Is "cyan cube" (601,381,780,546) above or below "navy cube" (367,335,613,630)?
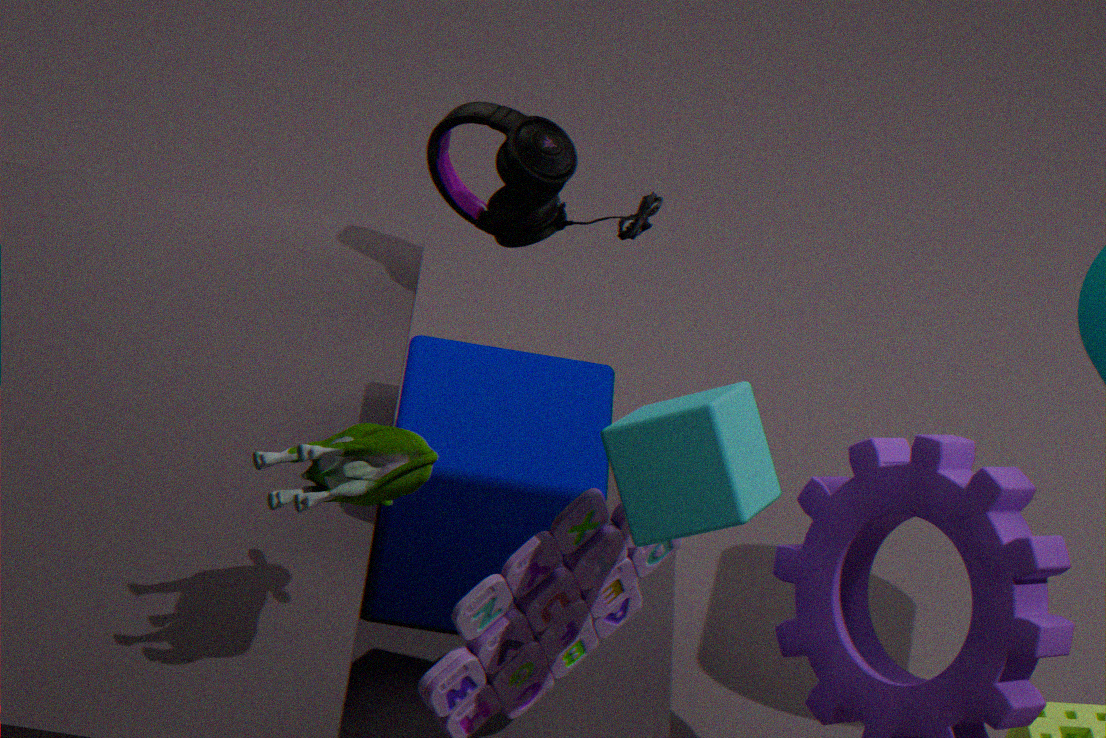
above
